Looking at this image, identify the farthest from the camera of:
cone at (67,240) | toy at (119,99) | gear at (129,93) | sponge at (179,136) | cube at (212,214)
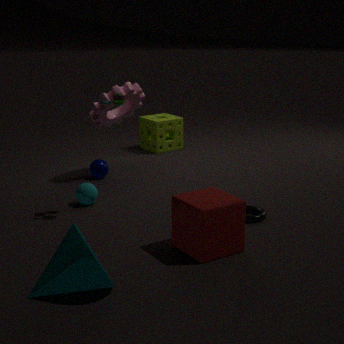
sponge at (179,136)
